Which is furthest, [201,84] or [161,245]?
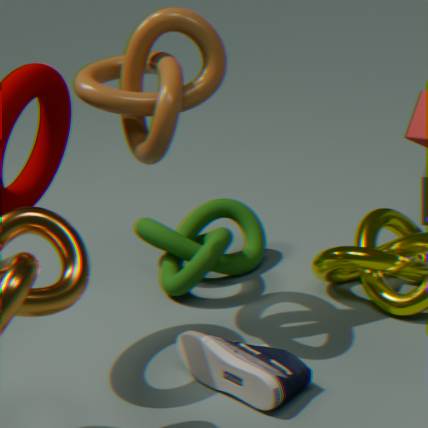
[161,245]
